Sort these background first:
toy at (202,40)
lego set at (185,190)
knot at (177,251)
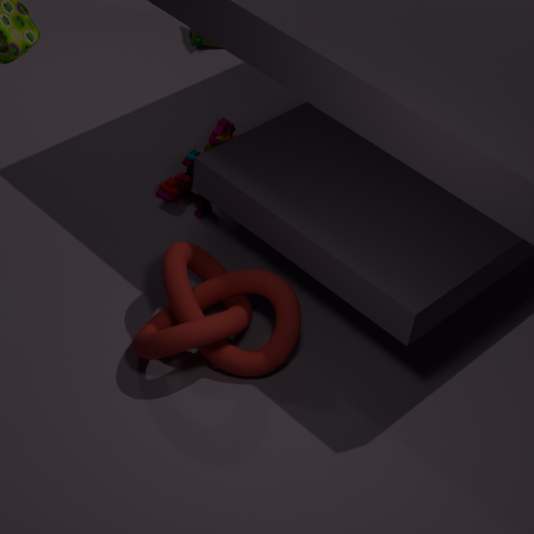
toy at (202,40), lego set at (185,190), knot at (177,251)
